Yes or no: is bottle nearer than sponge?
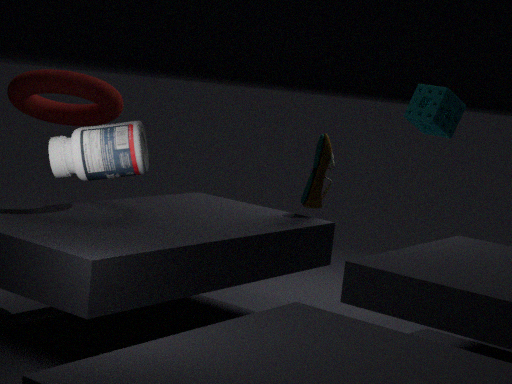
Yes
